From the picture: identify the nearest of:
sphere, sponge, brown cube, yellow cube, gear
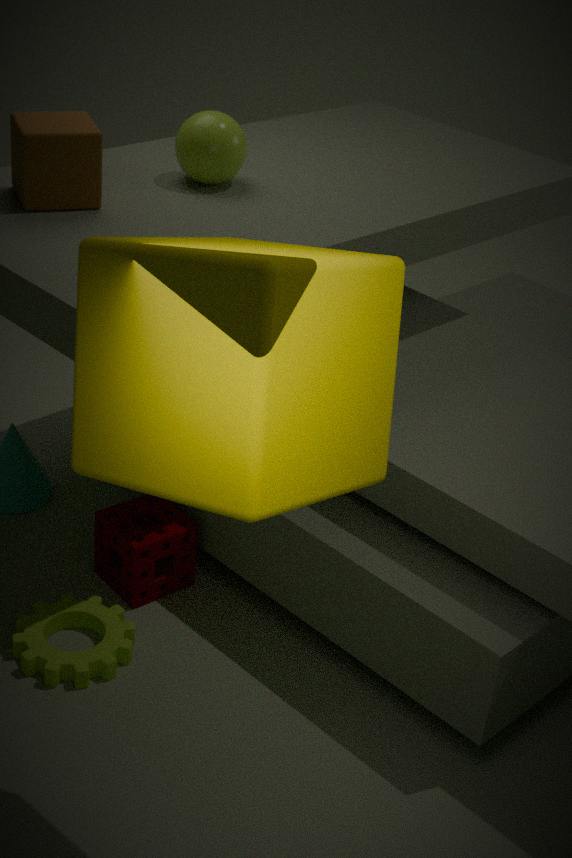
yellow cube
